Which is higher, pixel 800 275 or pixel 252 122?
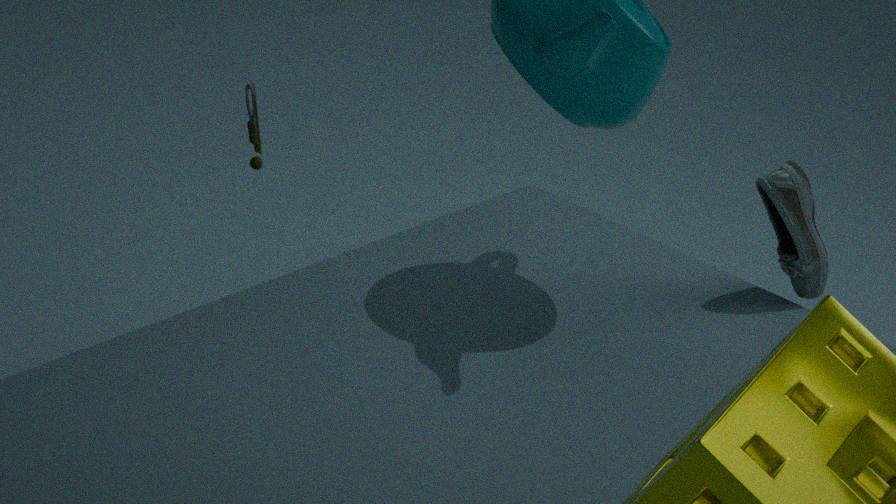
pixel 800 275
